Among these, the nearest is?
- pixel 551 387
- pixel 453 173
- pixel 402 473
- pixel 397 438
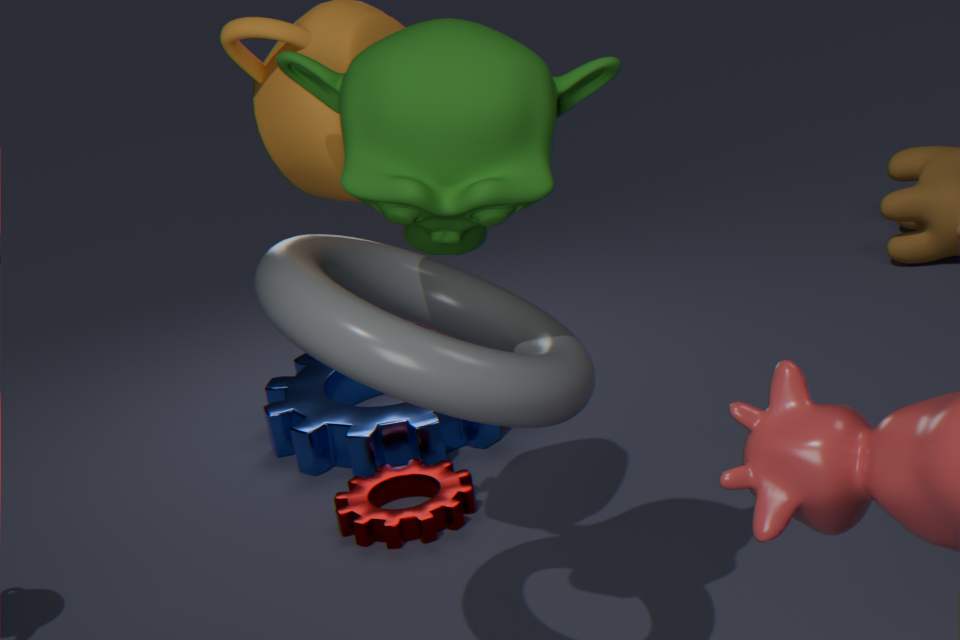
pixel 551 387
